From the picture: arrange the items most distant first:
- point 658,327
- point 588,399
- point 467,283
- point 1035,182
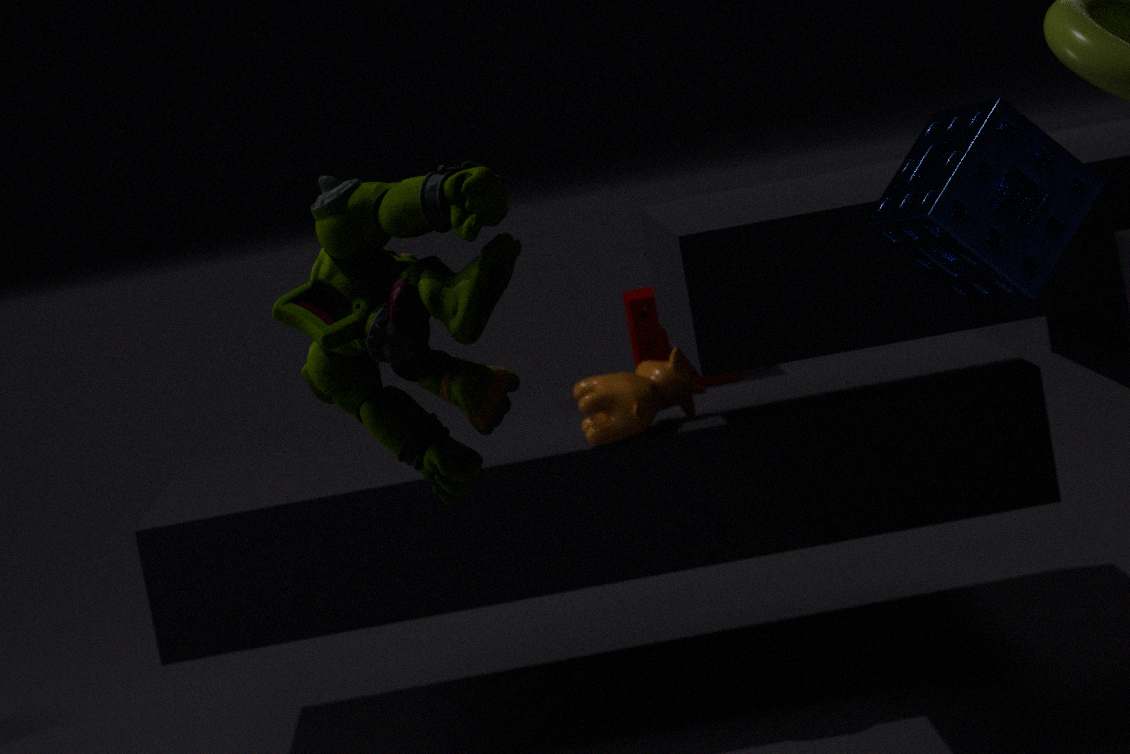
point 658,327 → point 588,399 → point 1035,182 → point 467,283
